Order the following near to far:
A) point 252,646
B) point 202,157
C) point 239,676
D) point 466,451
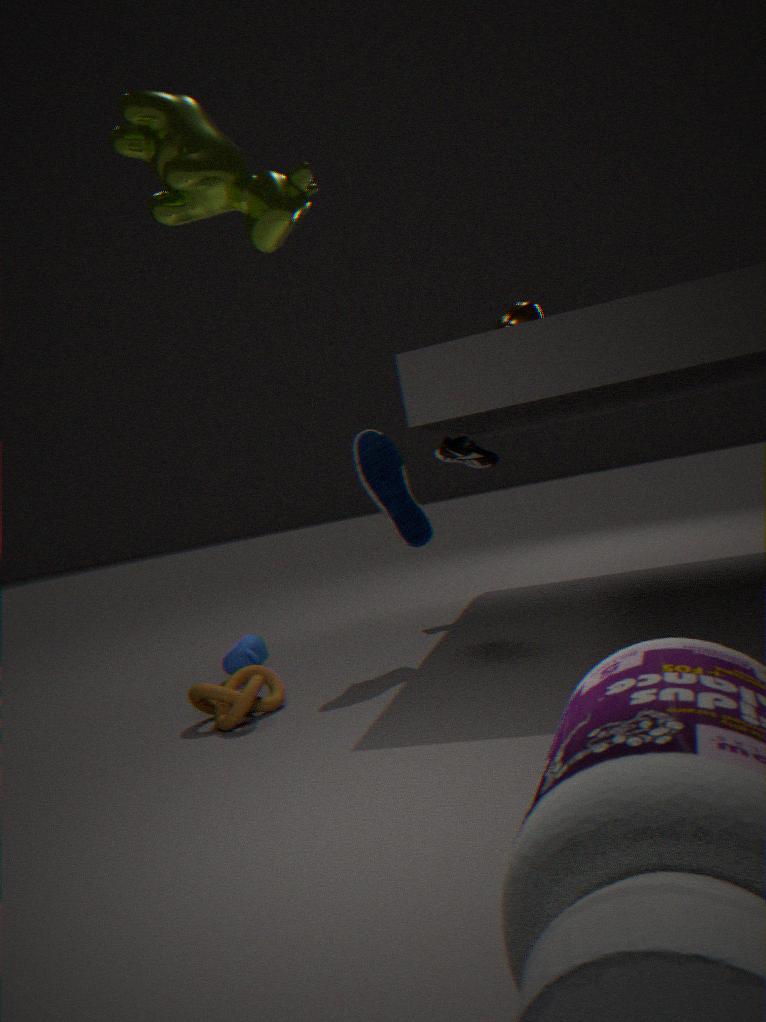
point 202,157 → point 239,676 → point 252,646 → point 466,451
